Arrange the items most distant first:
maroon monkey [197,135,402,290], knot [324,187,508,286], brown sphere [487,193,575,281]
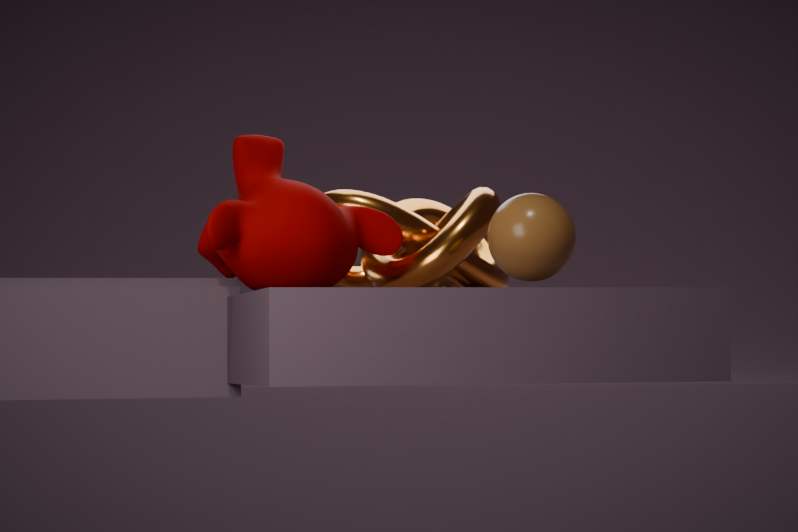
knot [324,187,508,286] < maroon monkey [197,135,402,290] < brown sphere [487,193,575,281]
